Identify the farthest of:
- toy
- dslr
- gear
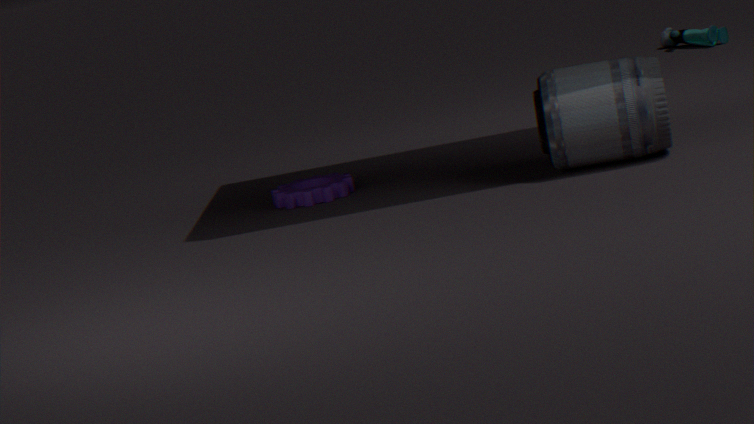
toy
